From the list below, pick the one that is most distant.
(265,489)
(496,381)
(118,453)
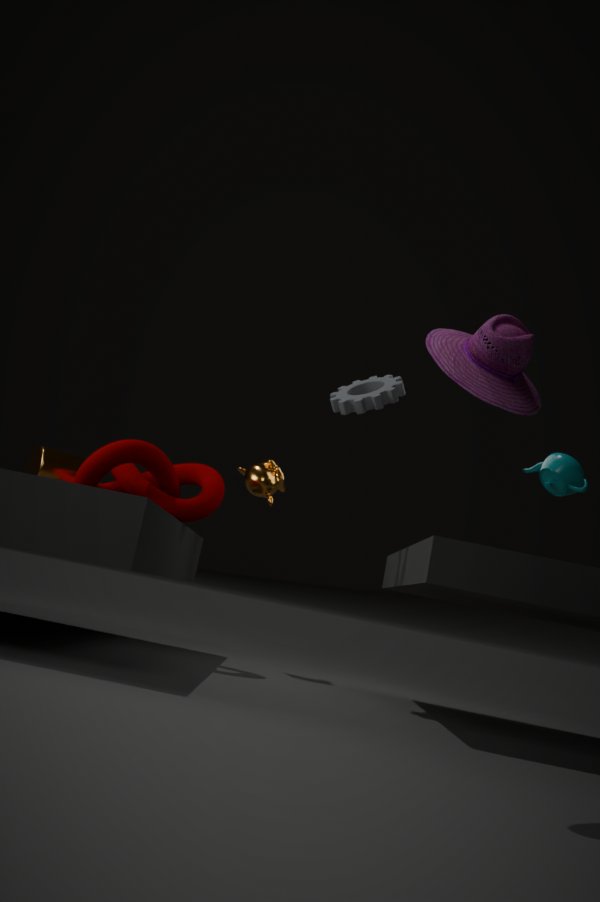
(265,489)
